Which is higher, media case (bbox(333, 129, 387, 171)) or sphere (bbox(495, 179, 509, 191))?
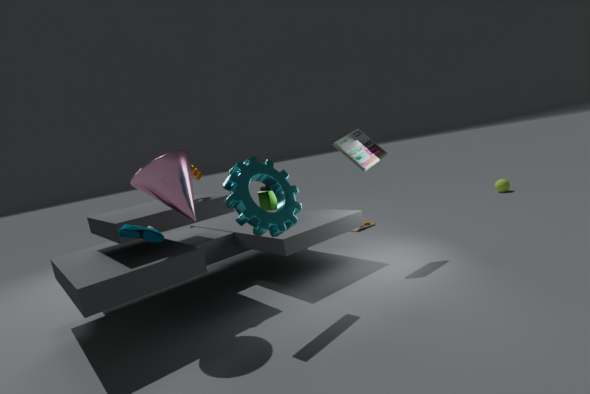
media case (bbox(333, 129, 387, 171))
